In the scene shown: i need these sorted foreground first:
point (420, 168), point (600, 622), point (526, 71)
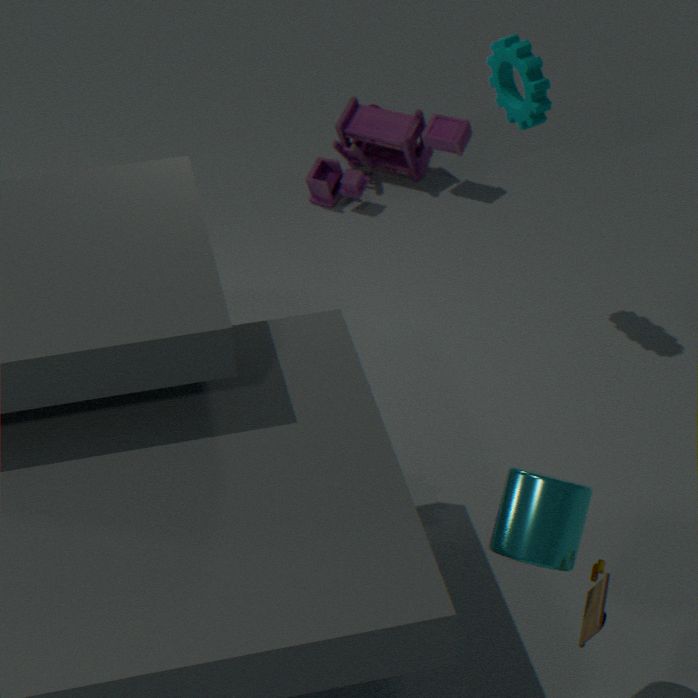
point (600, 622) → point (526, 71) → point (420, 168)
